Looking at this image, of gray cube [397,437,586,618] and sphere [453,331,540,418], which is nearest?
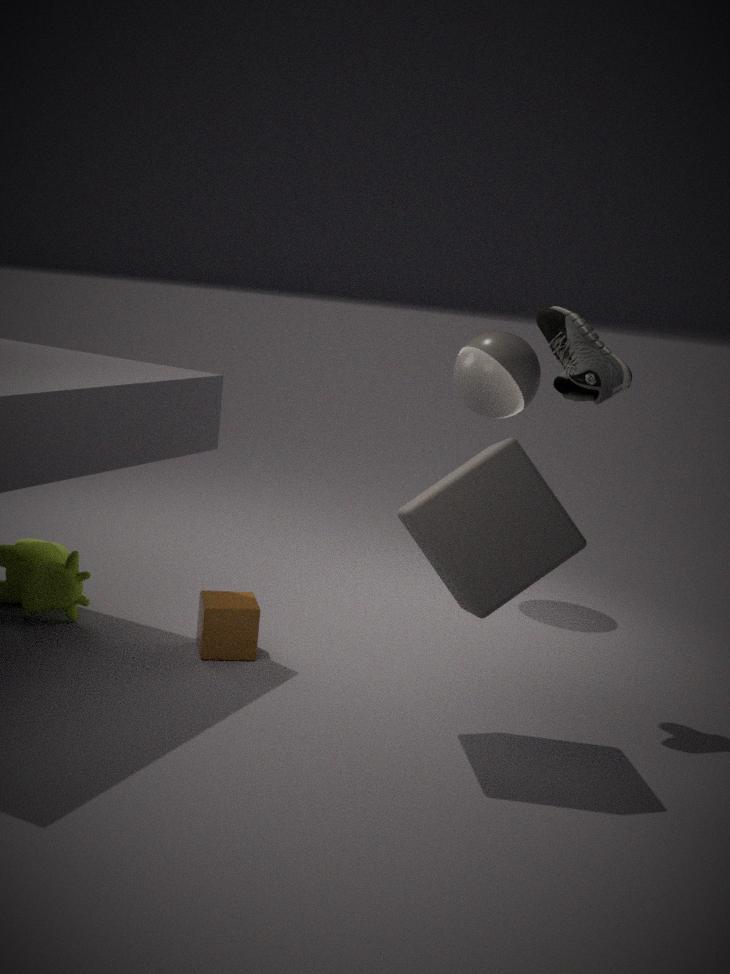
gray cube [397,437,586,618]
